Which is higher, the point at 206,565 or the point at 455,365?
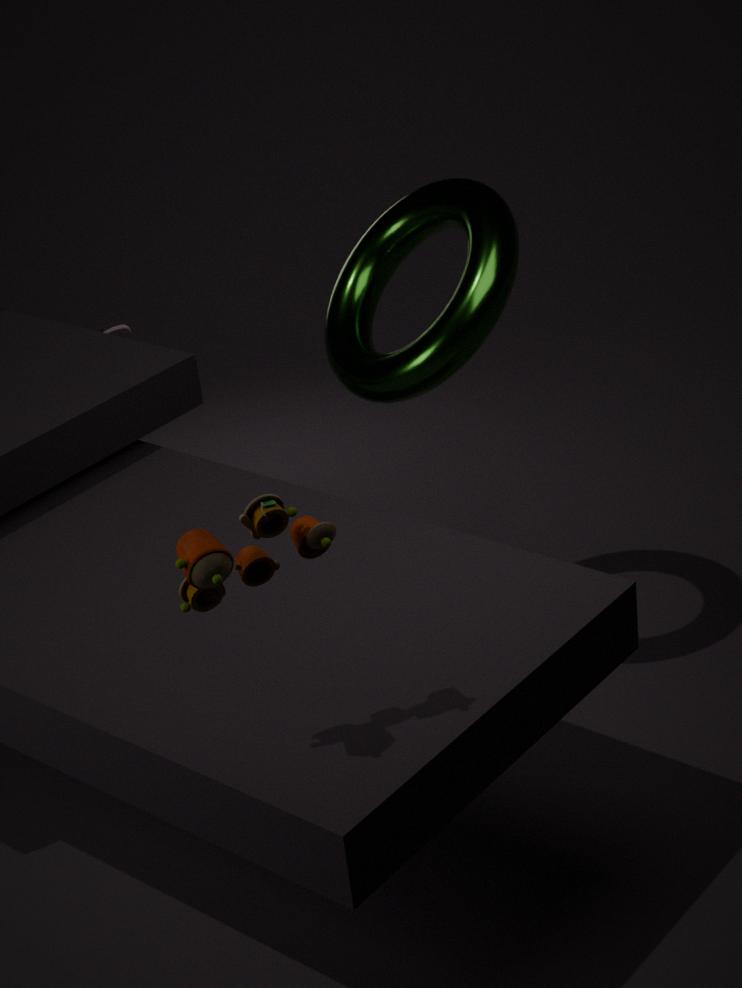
the point at 206,565
